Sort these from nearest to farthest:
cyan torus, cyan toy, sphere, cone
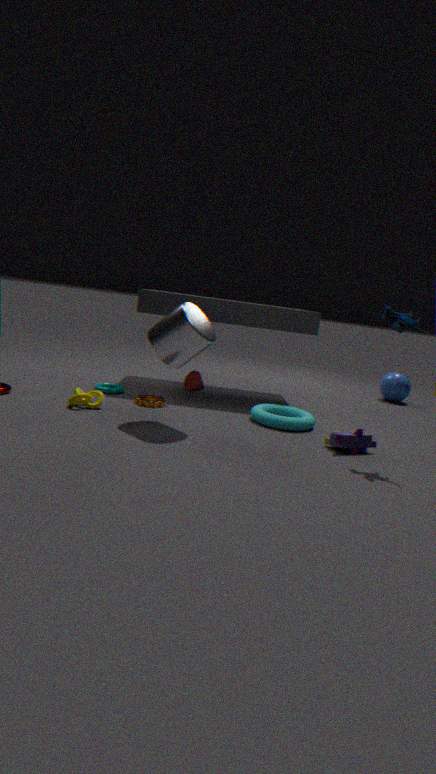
A: 1. cyan toy
2. cyan torus
3. cone
4. sphere
